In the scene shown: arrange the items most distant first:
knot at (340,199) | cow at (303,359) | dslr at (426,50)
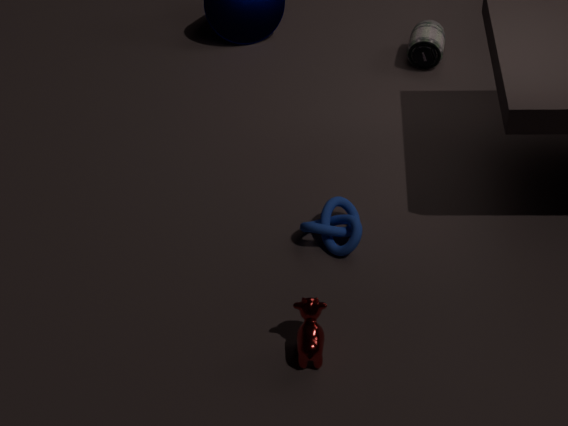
dslr at (426,50) → knot at (340,199) → cow at (303,359)
